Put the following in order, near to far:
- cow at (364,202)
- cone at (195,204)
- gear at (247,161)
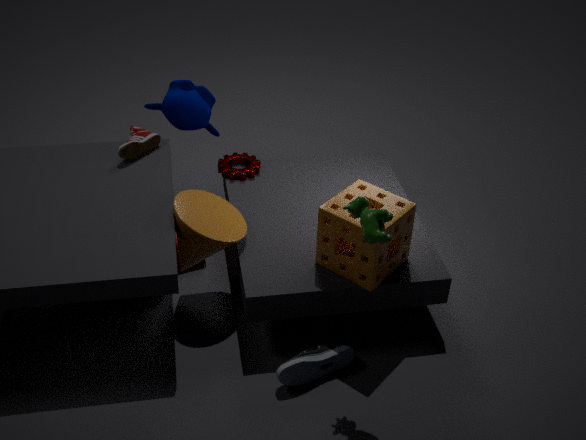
cow at (364,202), cone at (195,204), gear at (247,161)
